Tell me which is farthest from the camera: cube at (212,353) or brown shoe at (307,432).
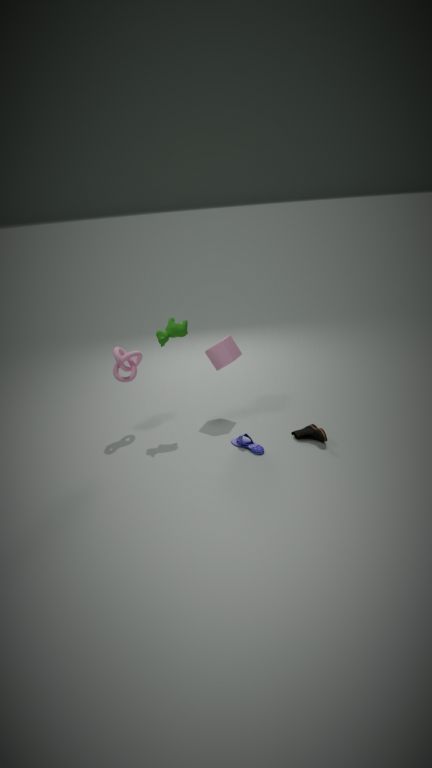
cube at (212,353)
